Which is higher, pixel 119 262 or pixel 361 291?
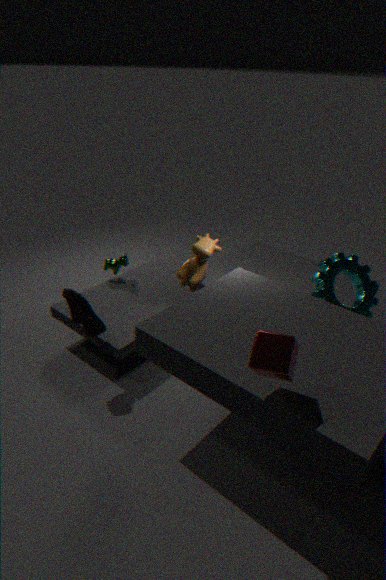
pixel 361 291
